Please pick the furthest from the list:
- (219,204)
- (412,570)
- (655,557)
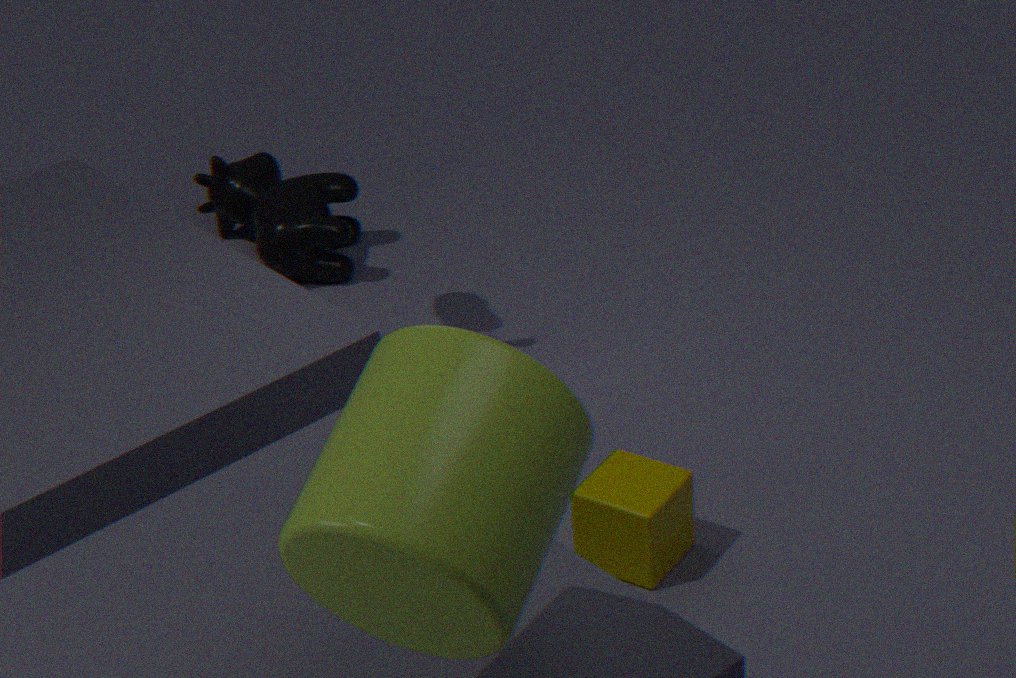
(219,204)
